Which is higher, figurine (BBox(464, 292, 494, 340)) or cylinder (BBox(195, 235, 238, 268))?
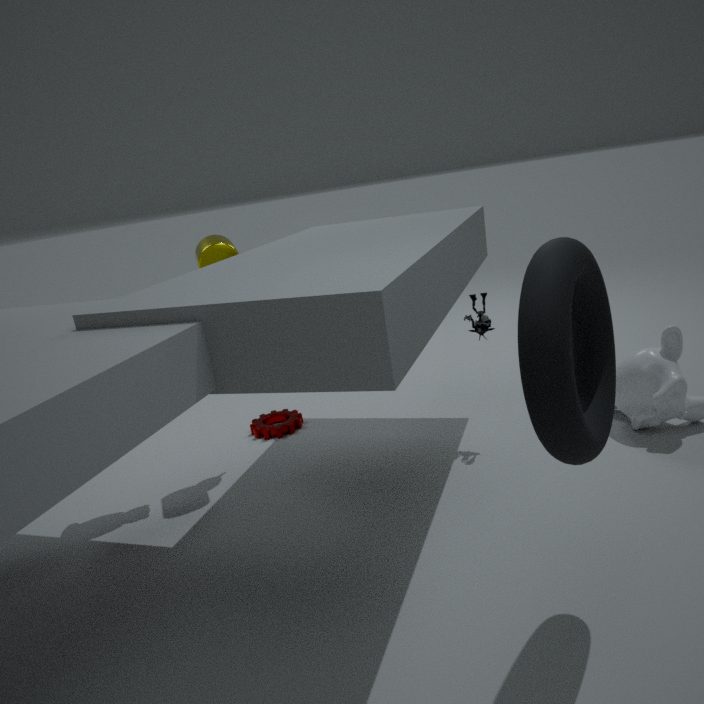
cylinder (BBox(195, 235, 238, 268))
